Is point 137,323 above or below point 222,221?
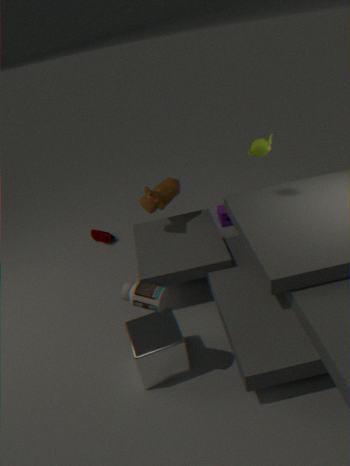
above
